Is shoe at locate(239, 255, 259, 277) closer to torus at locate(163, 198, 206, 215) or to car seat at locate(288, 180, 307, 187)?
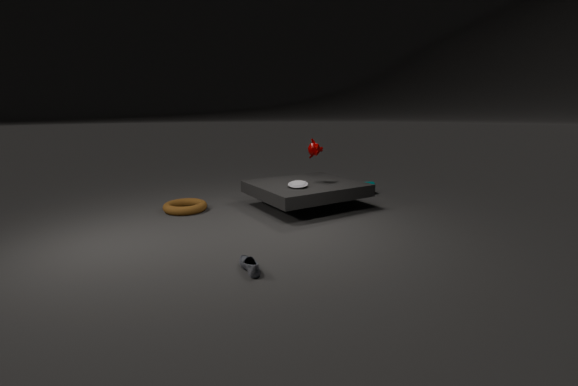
car seat at locate(288, 180, 307, 187)
